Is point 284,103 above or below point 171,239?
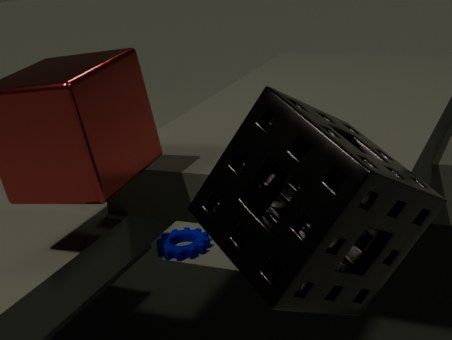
above
